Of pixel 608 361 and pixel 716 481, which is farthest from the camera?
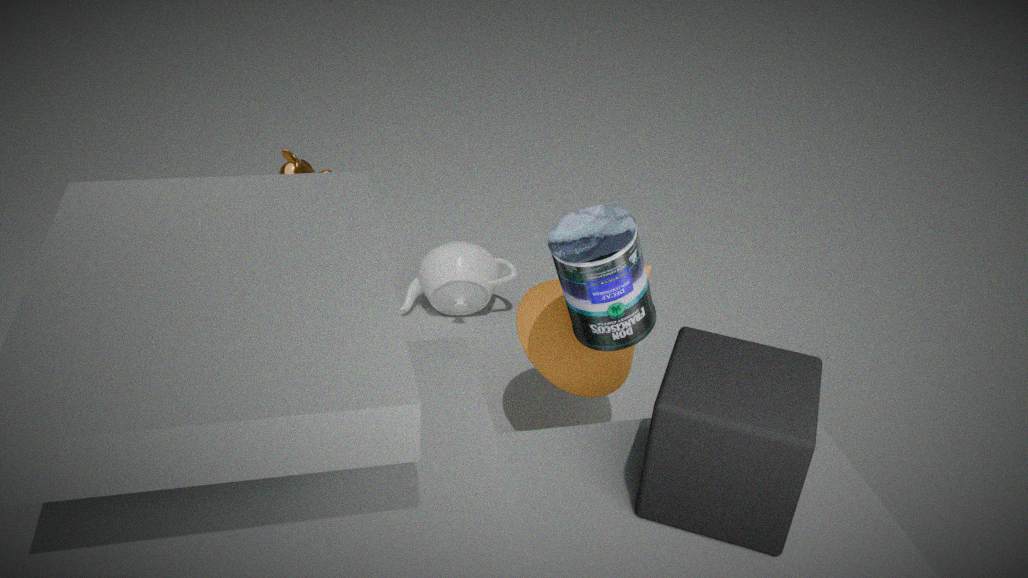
pixel 608 361
